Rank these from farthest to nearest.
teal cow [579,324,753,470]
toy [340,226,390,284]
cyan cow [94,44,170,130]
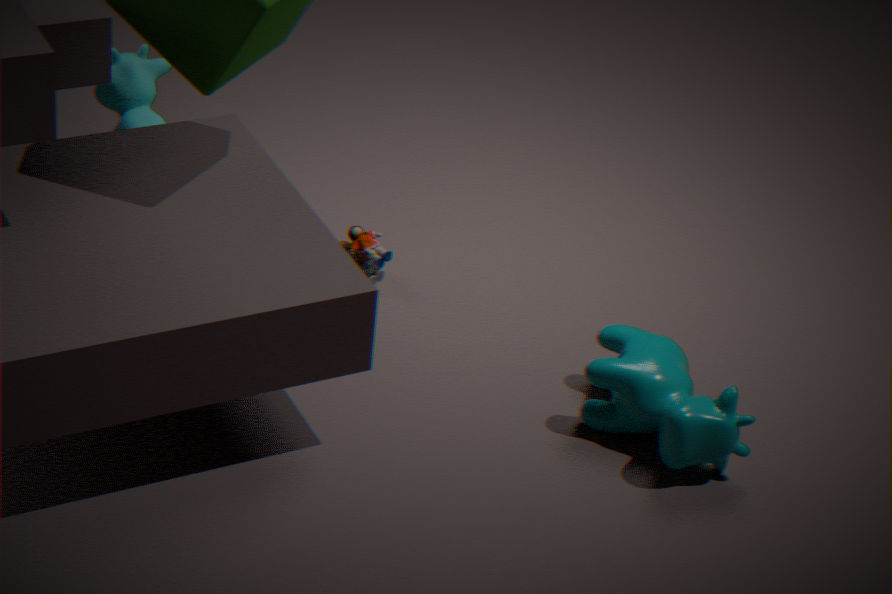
cyan cow [94,44,170,130]
toy [340,226,390,284]
teal cow [579,324,753,470]
